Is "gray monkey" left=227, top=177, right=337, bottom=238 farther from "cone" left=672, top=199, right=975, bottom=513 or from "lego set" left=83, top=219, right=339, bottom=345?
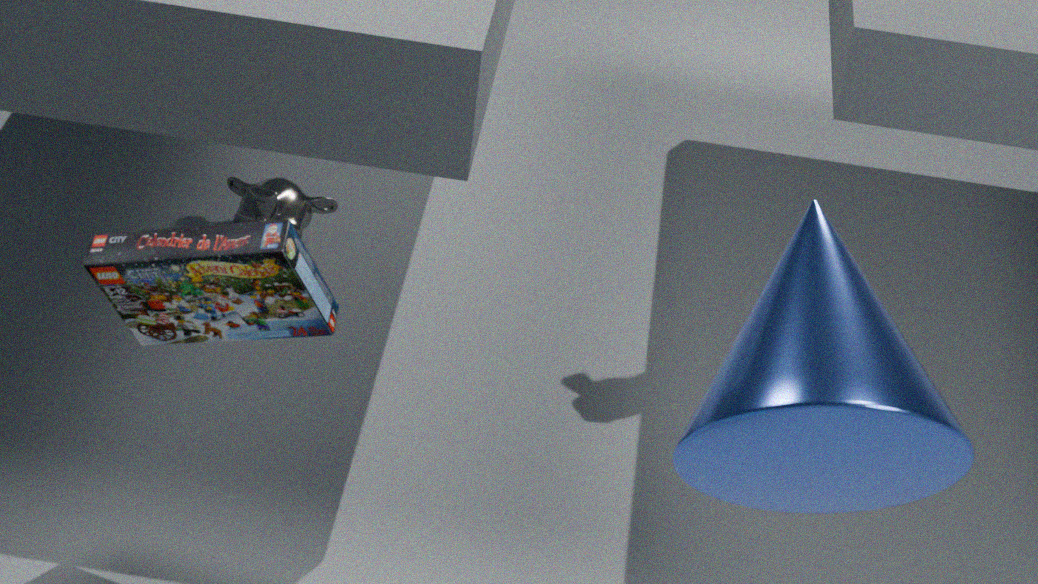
"cone" left=672, top=199, right=975, bottom=513
